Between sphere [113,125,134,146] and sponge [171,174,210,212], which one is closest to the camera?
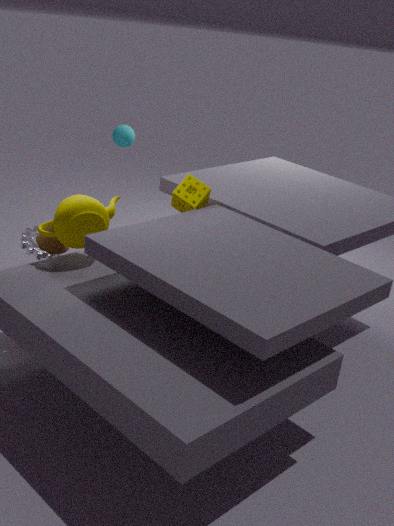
sponge [171,174,210,212]
